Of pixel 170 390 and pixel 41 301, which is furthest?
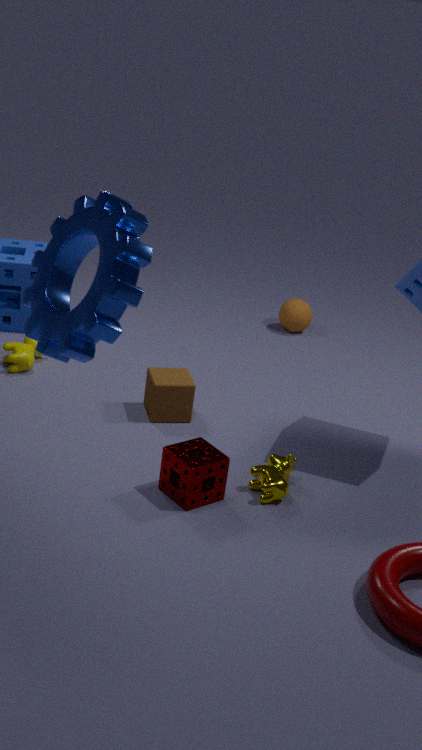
pixel 170 390
